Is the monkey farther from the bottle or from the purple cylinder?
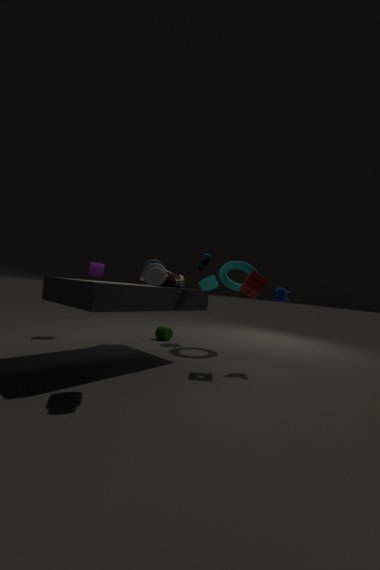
the purple cylinder
